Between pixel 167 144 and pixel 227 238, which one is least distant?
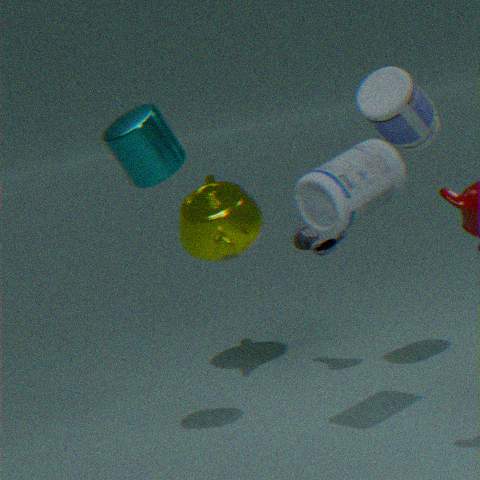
pixel 167 144
